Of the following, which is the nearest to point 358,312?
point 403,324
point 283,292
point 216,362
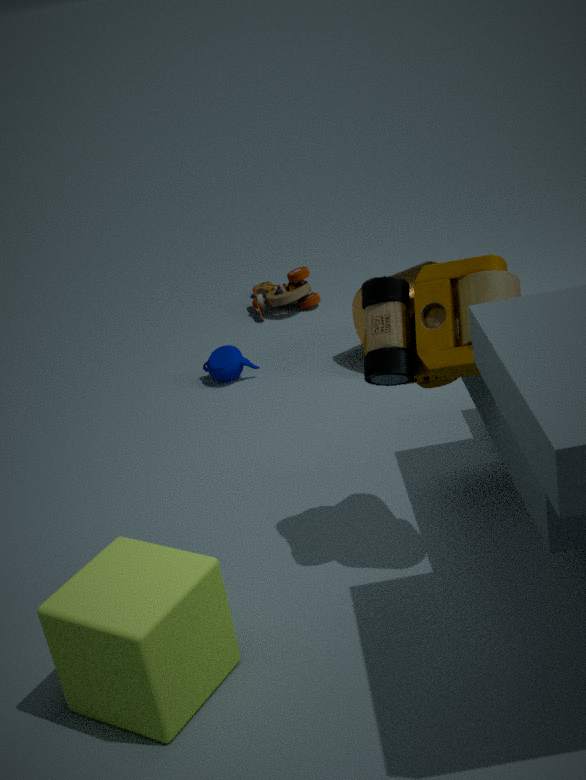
point 216,362
